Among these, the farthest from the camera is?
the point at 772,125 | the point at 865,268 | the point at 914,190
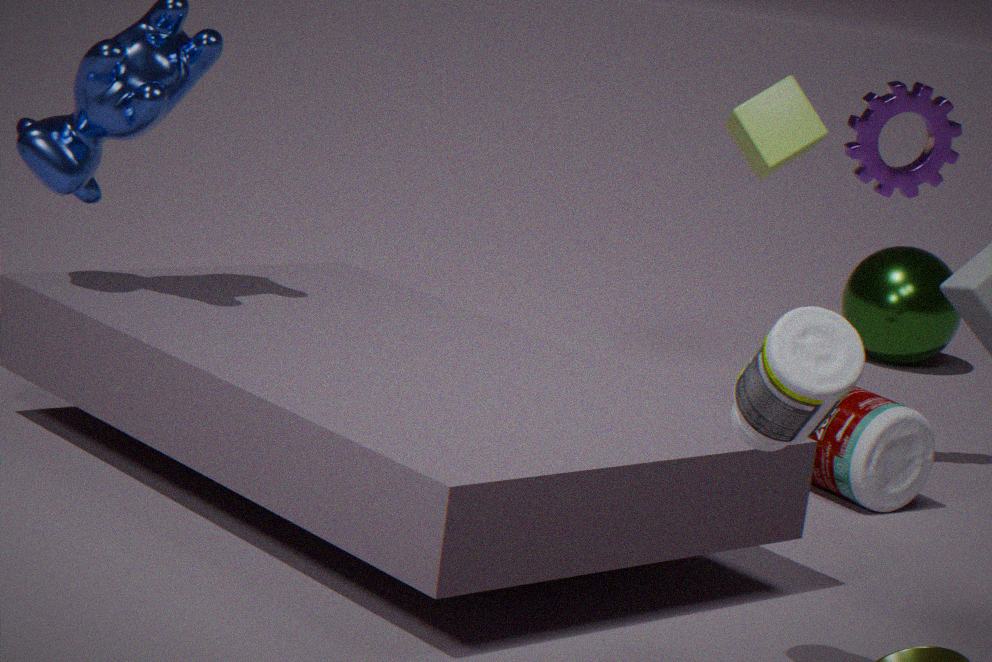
the point at 865,268
